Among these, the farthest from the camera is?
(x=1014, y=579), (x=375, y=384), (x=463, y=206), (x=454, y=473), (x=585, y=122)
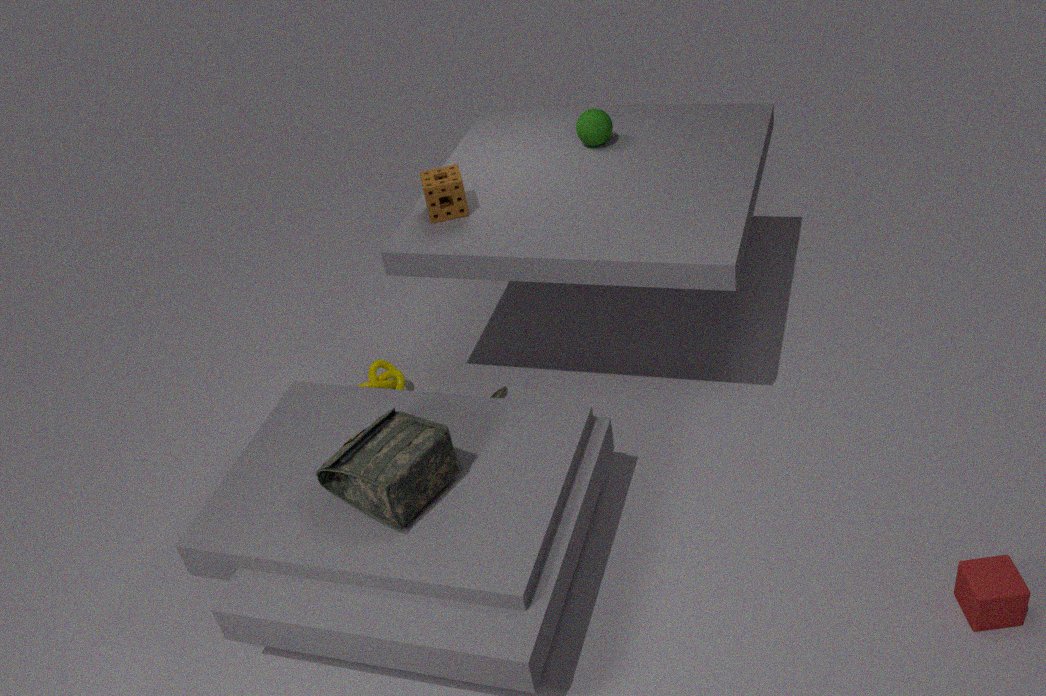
(x=375, y=384)
